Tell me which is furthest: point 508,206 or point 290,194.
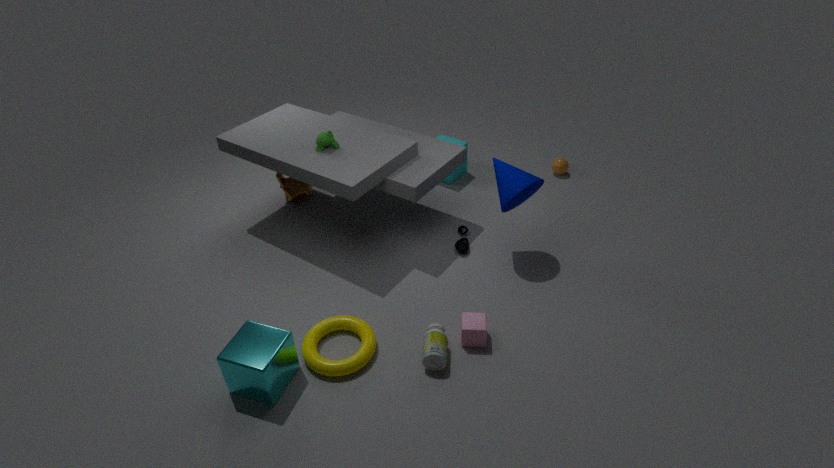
point 290,194
